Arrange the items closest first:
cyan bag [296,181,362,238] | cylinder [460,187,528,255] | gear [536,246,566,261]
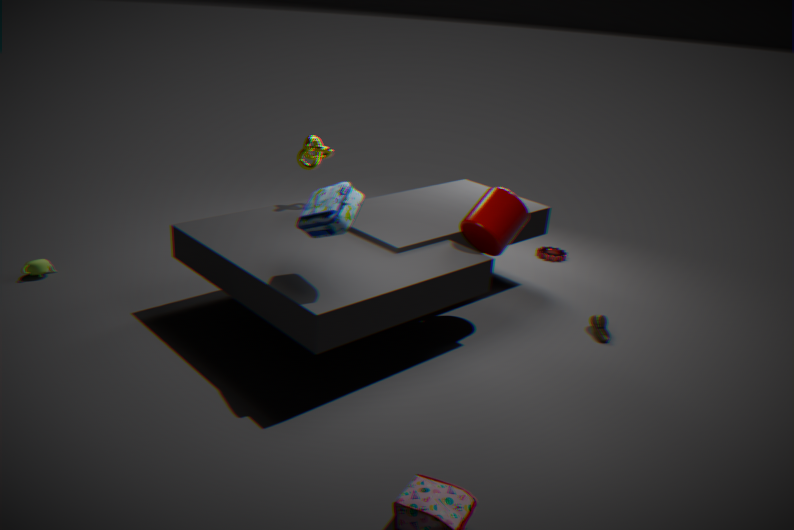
cyan bag [296,181,362,238] < cylinder [460,187,528,255] < gear [536,246,566,261]
